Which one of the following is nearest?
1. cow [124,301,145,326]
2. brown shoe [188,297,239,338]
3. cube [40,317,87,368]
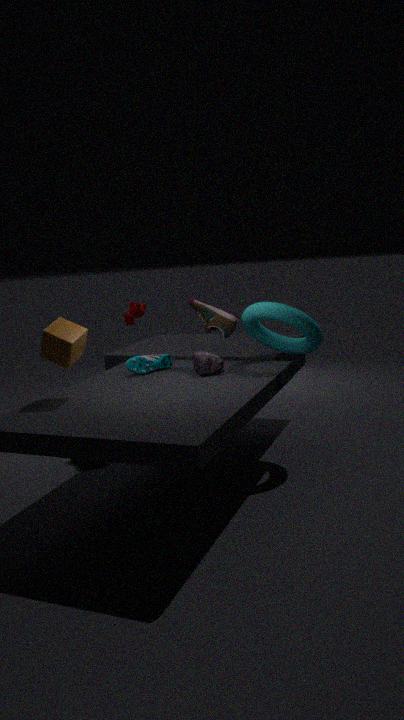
cube [40,317,87,368]
